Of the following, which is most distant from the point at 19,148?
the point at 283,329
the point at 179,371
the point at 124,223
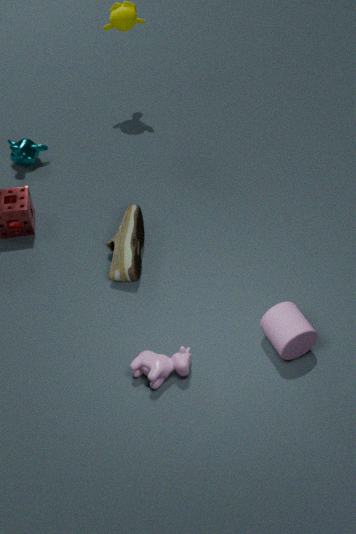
the point at 283,329
